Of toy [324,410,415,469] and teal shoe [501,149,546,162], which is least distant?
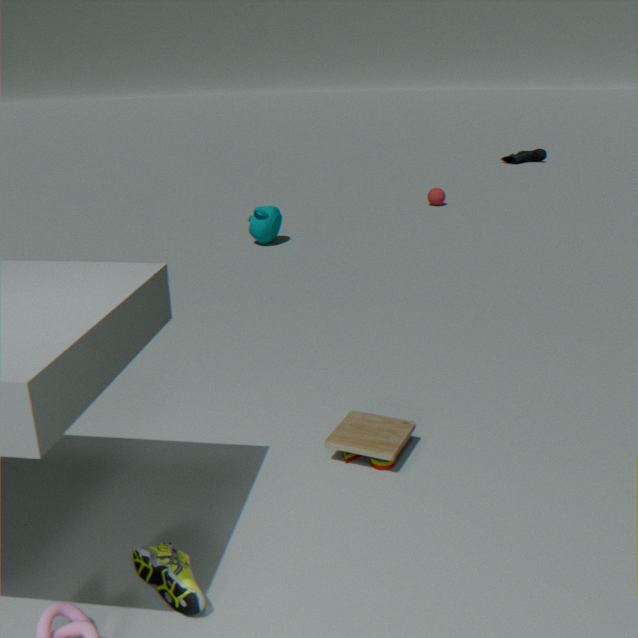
toy [324,410,415,469]
